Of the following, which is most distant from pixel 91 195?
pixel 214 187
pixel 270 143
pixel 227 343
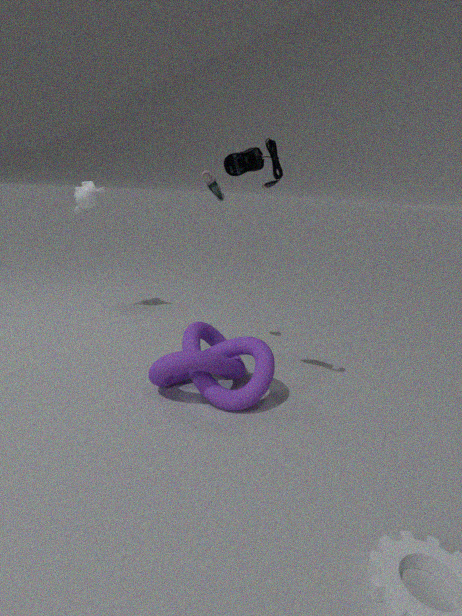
pixel 227 343
